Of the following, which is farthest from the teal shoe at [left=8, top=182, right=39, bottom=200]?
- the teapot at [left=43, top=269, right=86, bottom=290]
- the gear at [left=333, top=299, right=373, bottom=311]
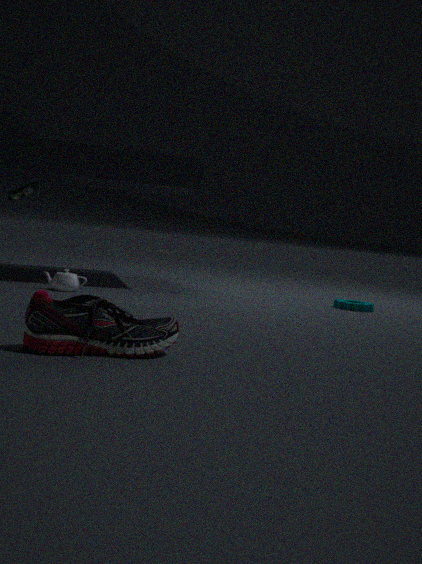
the gear at [left=333, top=299, right=373, bottom=311]
